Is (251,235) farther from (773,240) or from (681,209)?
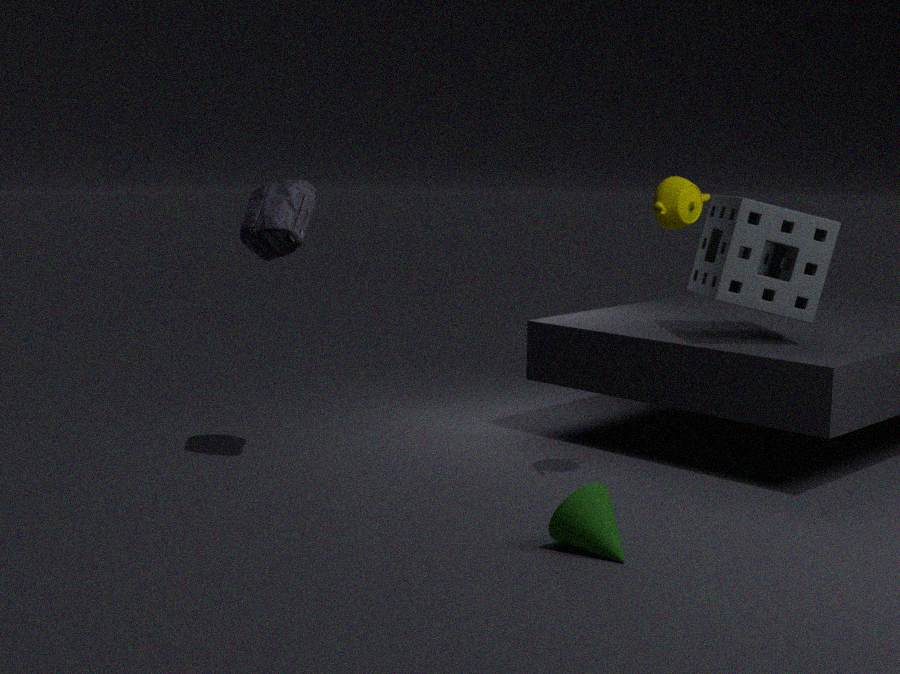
(773,240)
